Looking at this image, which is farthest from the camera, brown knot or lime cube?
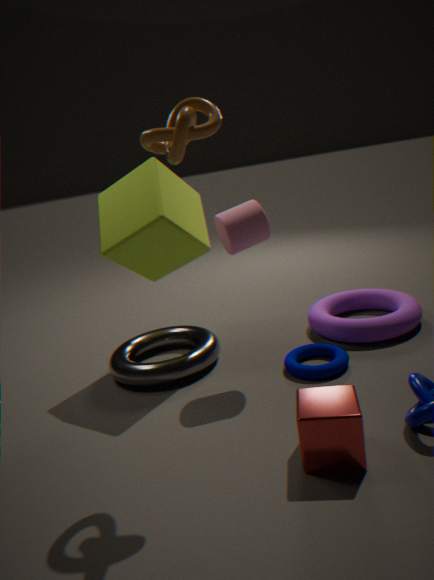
lime cube
